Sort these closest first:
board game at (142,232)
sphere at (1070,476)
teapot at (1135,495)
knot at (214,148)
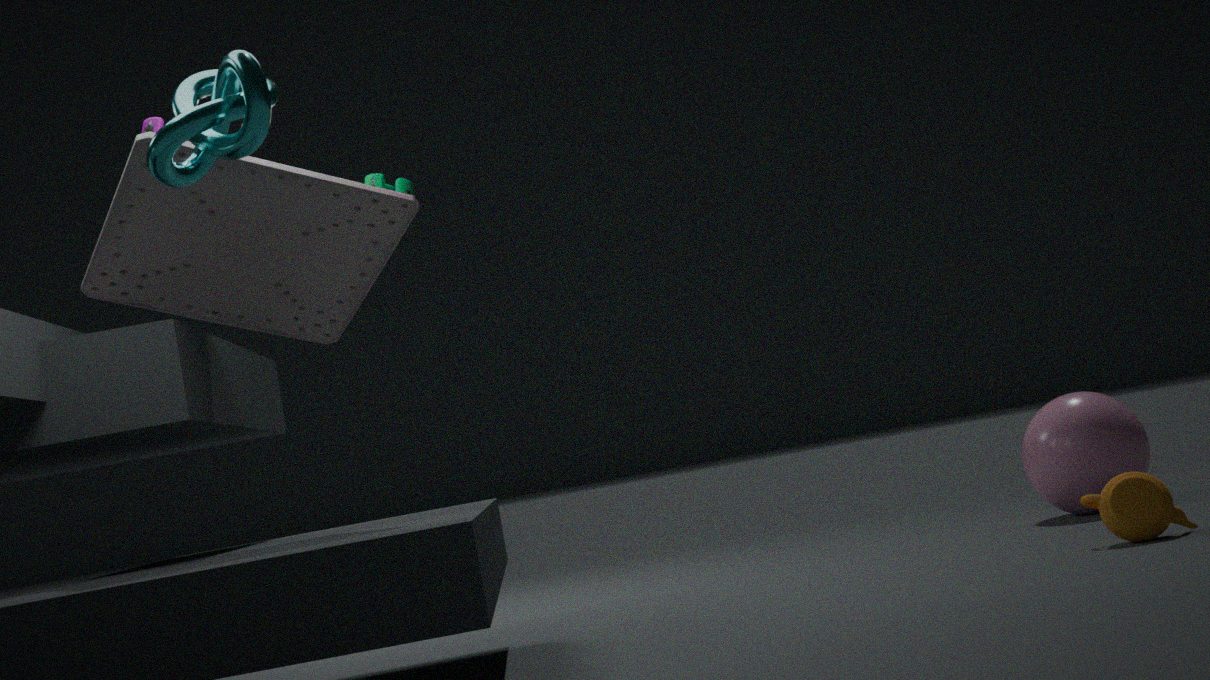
1. knot at (214,148)
2. board game at (142,232)
3. teapot at (1135,495)
4. sphere at (1070,476)
